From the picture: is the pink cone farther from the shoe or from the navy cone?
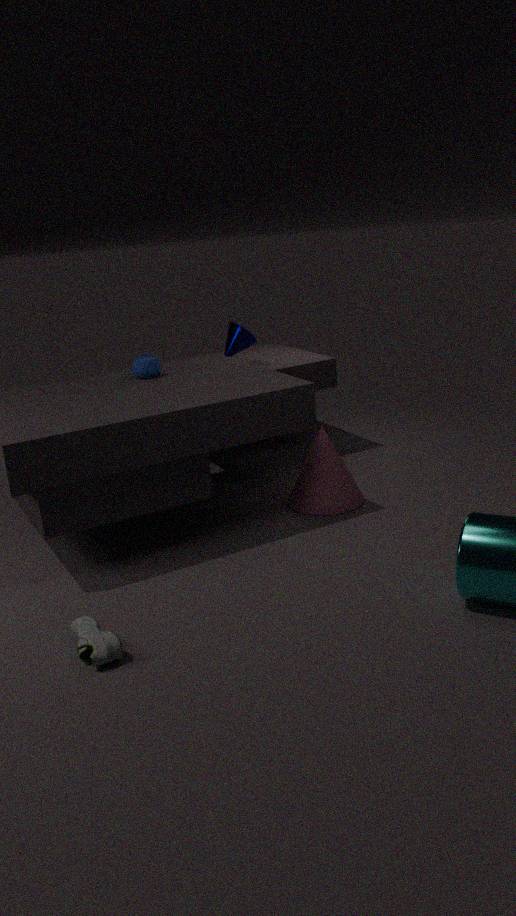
the shoe
